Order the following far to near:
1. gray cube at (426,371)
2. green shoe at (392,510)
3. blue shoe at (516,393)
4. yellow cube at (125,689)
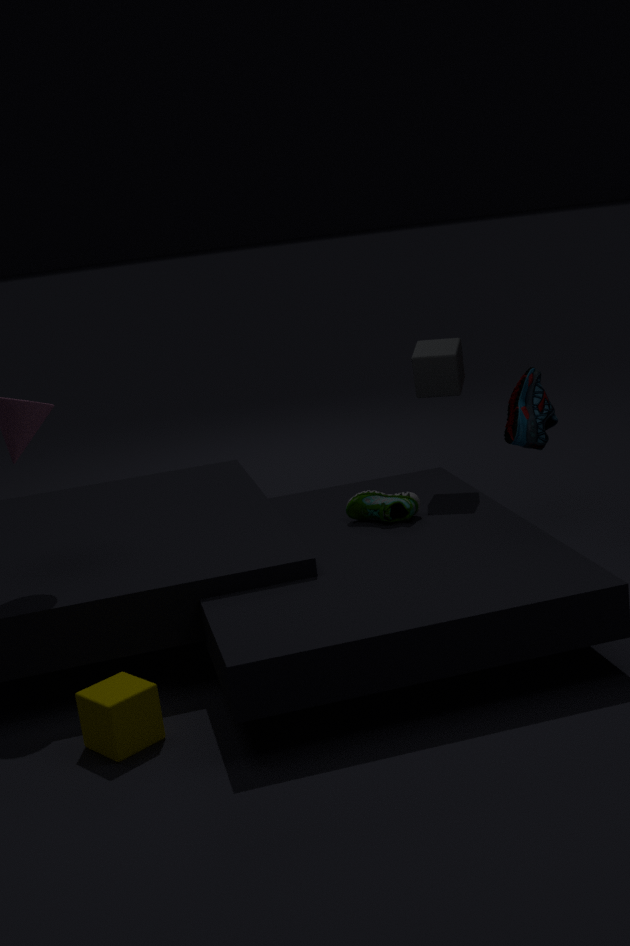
1. gray cube at (426,371)
2. blue shoe at (516,393)
3. green shoe at (392,510)
4. yellow cube at (125,689)
